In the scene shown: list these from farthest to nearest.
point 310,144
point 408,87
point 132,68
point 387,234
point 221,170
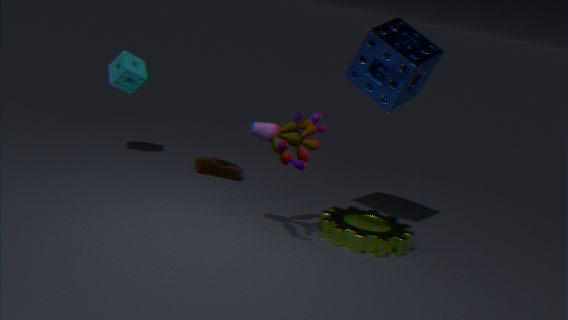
point 132,68 < point 221,170 < point 408,87 < point 387,234 < point 310,144
